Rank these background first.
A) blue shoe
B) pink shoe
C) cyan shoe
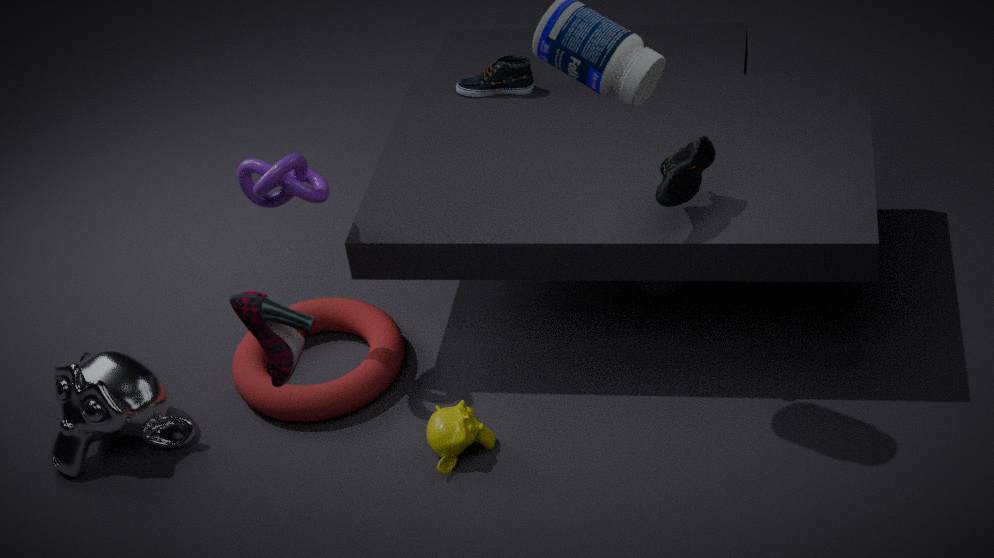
cyan shoe → blue shoe → pink shoe
